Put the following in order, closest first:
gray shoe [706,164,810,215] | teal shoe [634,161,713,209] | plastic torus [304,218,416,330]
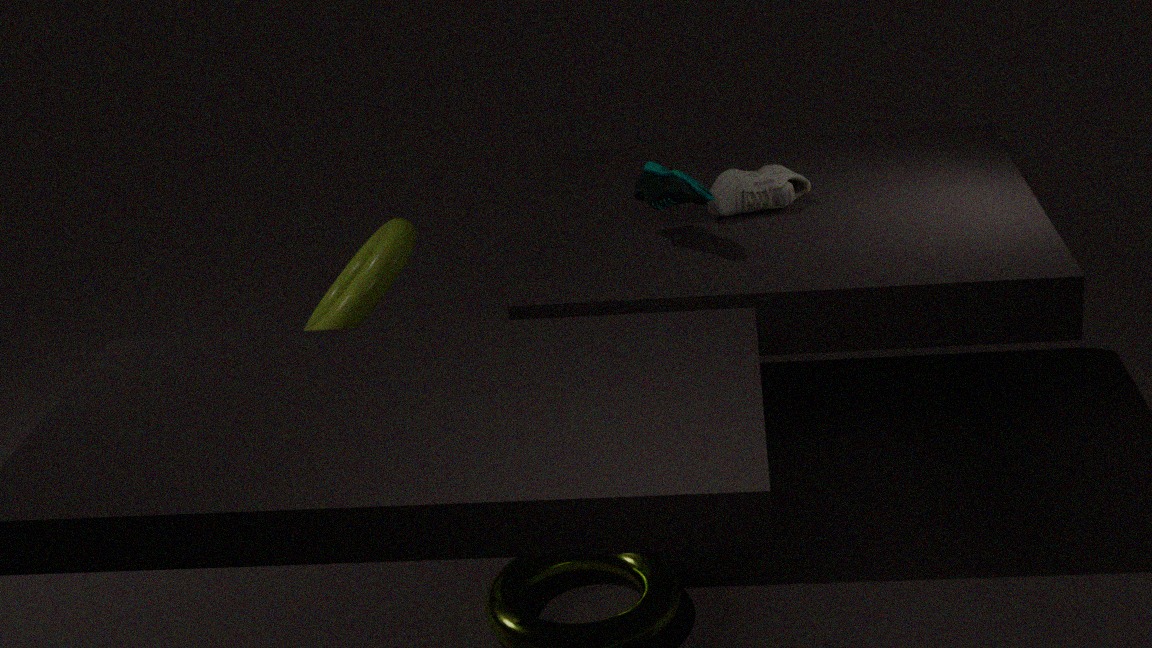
teal shoe [634,161,713,209], gray shoe [706,164,810,215], plastic torus [304,218,416,330]
